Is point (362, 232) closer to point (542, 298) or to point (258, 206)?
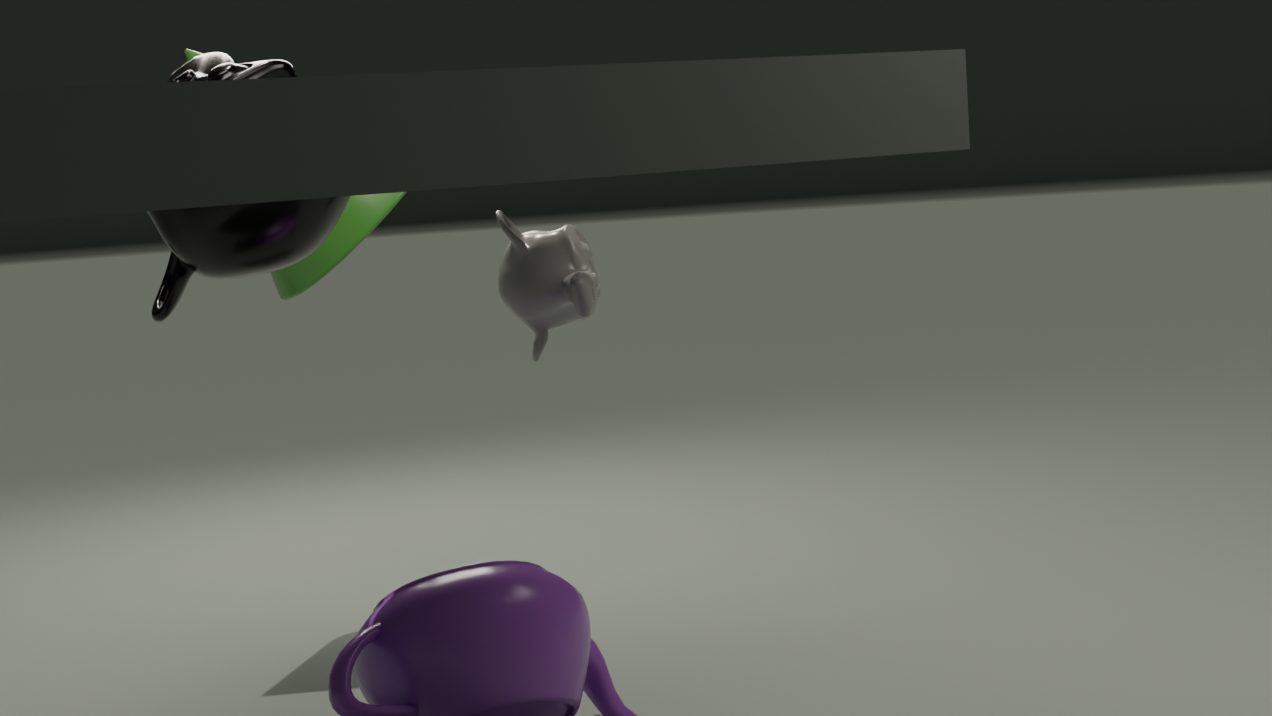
point (258, 206)
